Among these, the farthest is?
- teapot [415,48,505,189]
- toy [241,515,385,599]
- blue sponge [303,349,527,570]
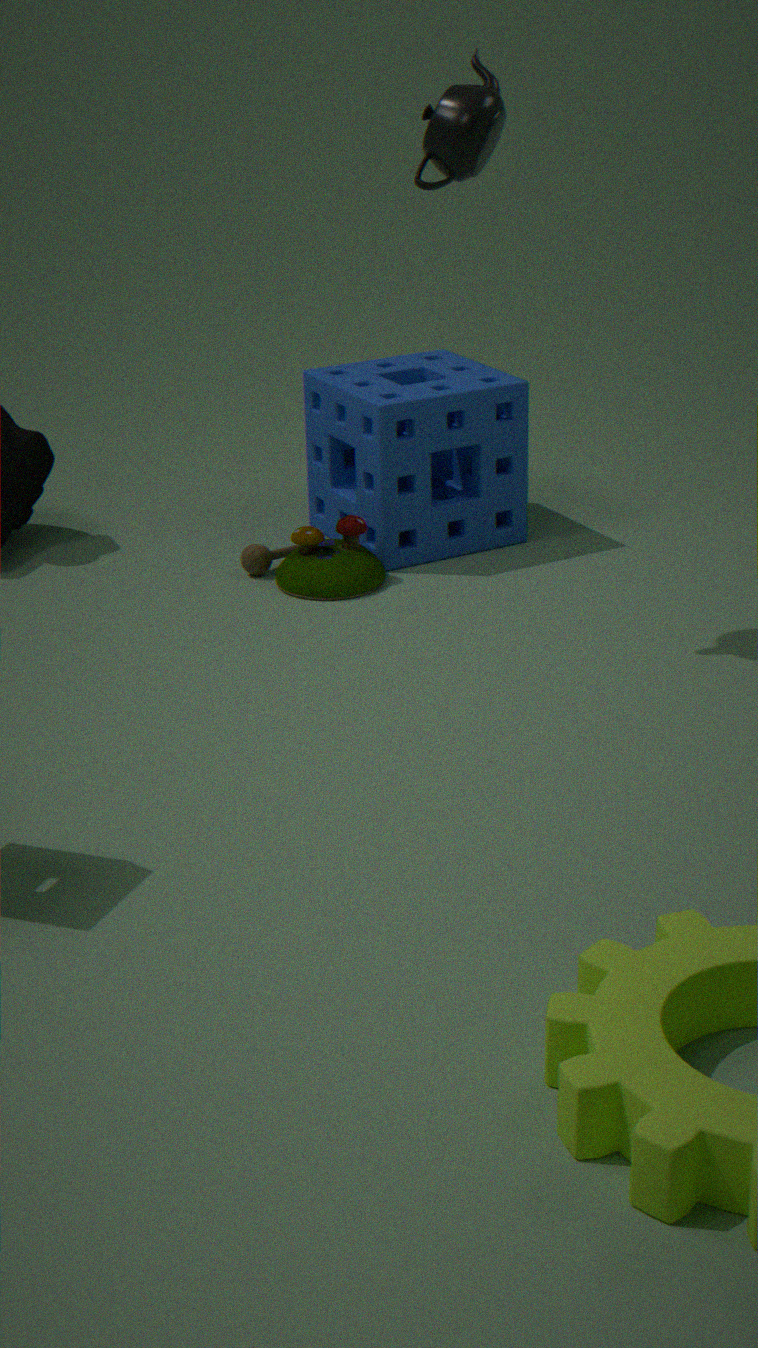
blue sponge [303,349,527,570]
